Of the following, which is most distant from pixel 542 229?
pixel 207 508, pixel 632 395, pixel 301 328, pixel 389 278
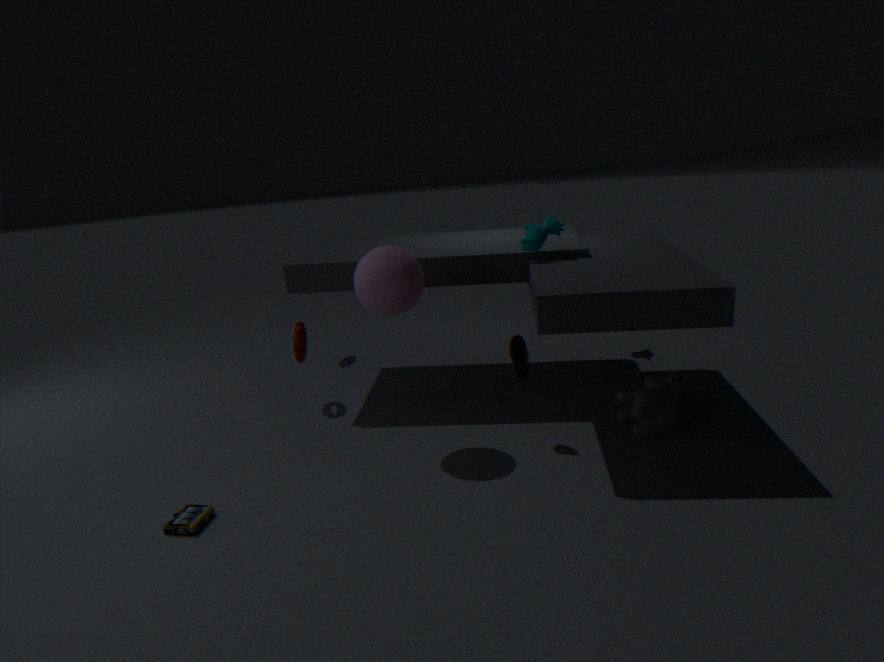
pixel 207 508
